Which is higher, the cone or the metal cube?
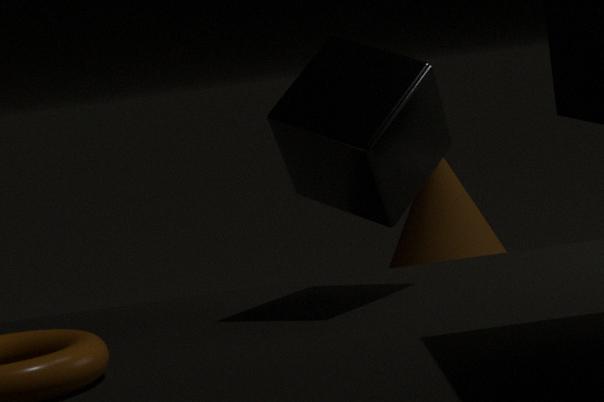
the metal cube
